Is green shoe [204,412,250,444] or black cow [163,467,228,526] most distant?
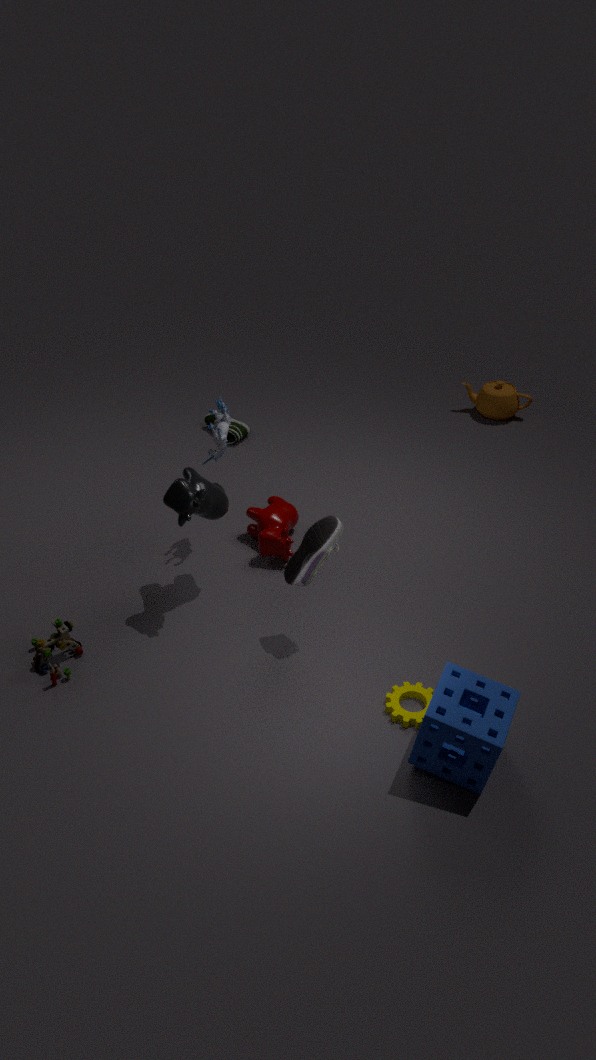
green shoe [204,412,250,444]
